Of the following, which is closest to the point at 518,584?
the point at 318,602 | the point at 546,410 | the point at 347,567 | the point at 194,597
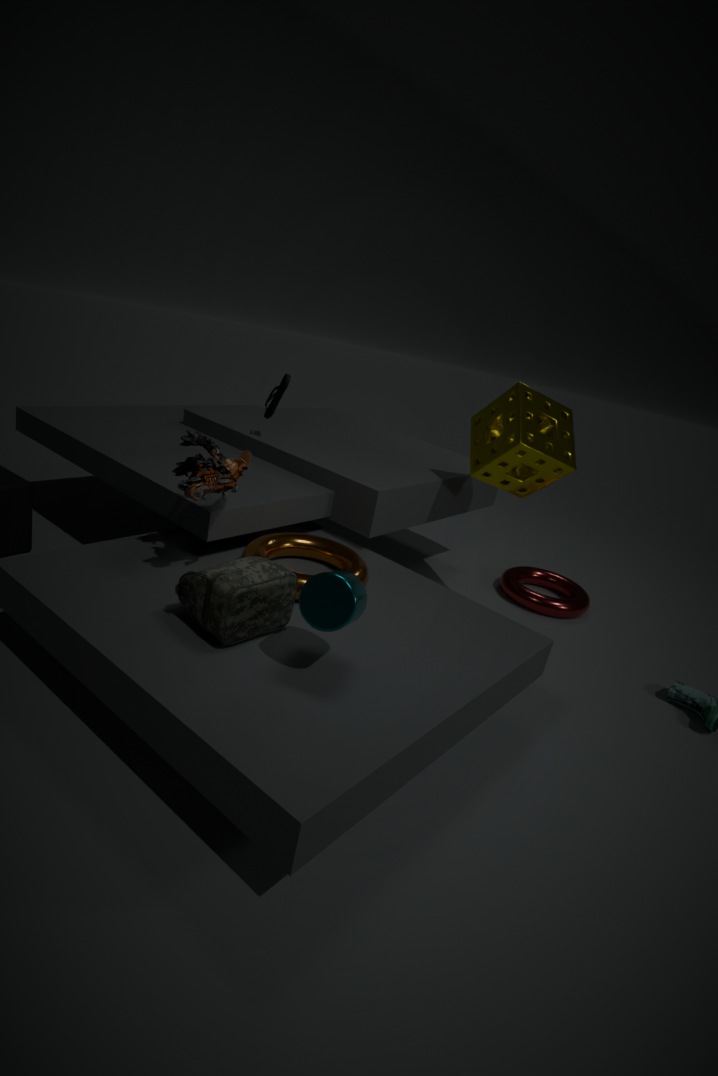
the point at 546,410
